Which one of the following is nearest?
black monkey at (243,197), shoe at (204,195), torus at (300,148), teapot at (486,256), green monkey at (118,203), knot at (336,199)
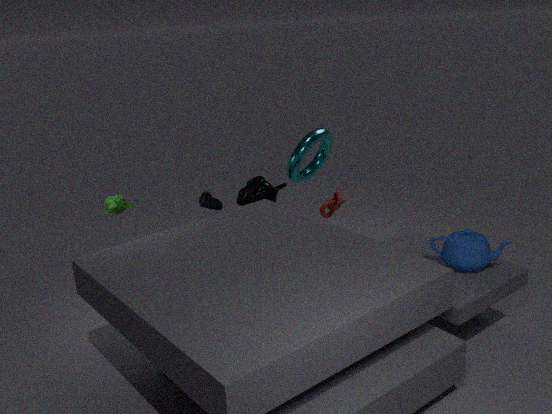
teapot at (486,256)
